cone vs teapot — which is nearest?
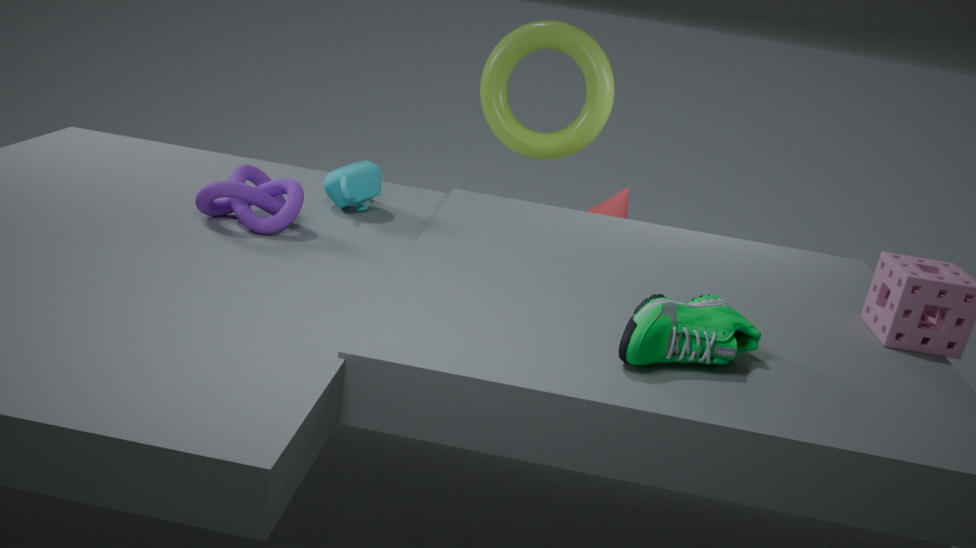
teapot
